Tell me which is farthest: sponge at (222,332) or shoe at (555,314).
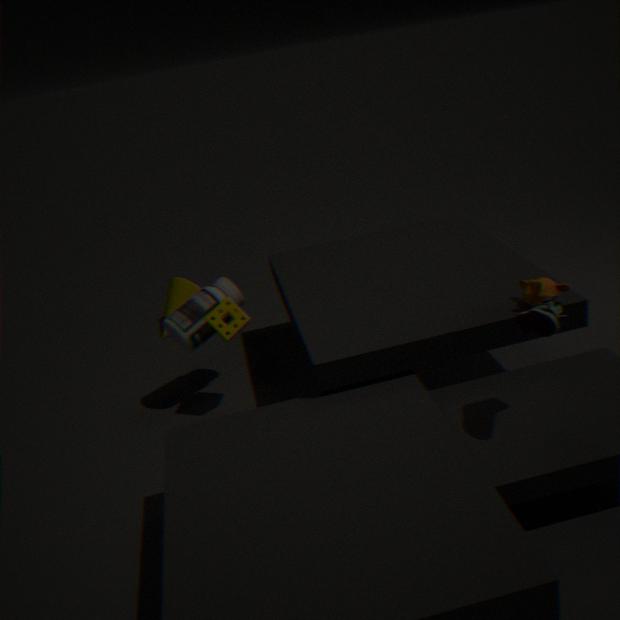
sponge at (222,332)
